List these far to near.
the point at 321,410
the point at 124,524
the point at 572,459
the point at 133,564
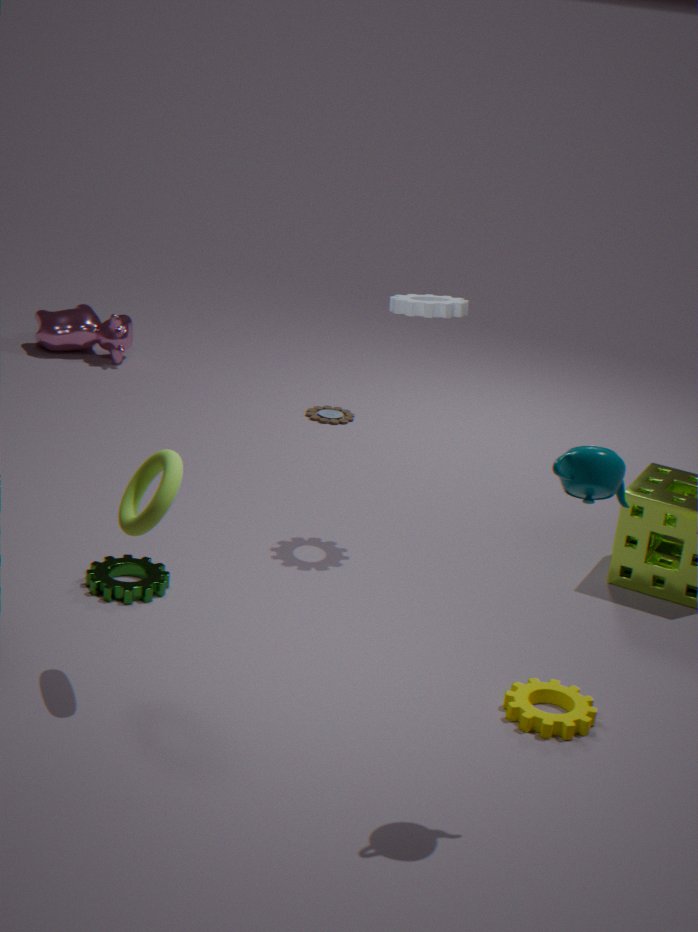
the point at 321,410
the point at 133,564
the point at 124,524
the point at 572,459
